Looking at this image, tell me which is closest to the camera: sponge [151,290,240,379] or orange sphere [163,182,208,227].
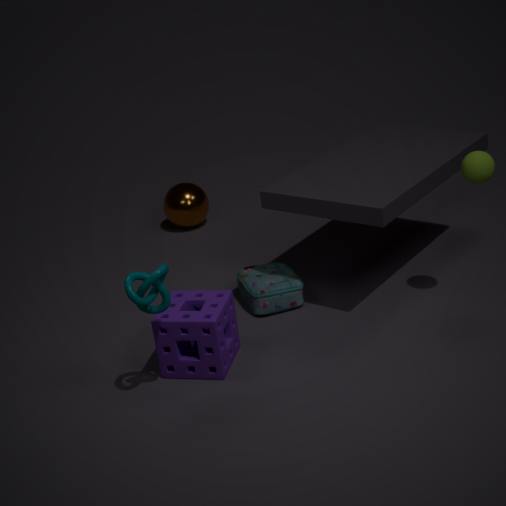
sponge [151,290,240,379]
